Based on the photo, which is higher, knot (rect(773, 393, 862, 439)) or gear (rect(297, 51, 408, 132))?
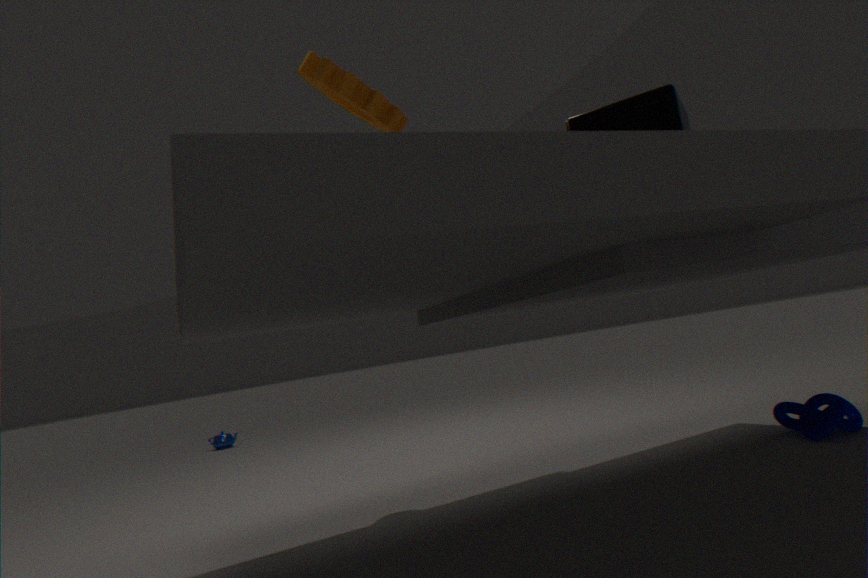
gear (rect(297, 51, 408, 132))
